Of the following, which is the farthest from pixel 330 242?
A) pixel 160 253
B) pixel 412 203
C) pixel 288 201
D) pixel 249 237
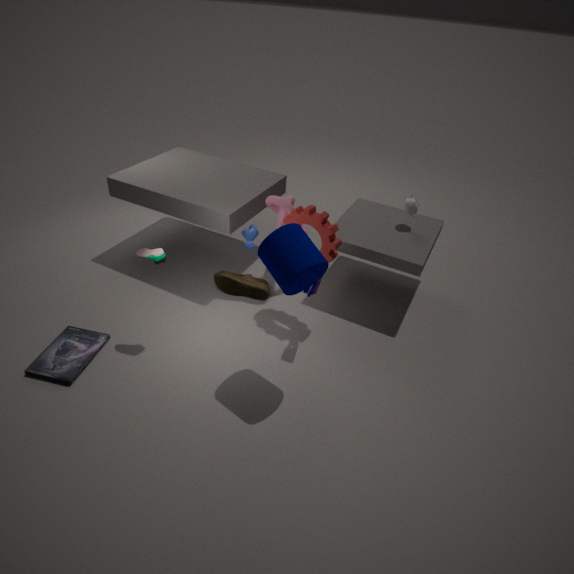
pixel 160 253
